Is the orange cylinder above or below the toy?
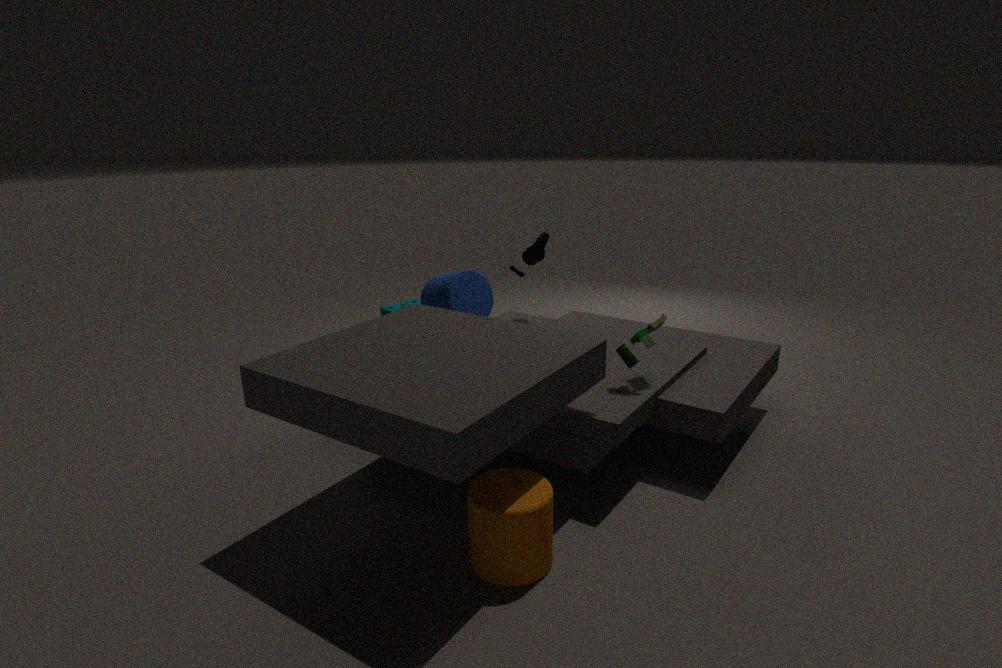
below
